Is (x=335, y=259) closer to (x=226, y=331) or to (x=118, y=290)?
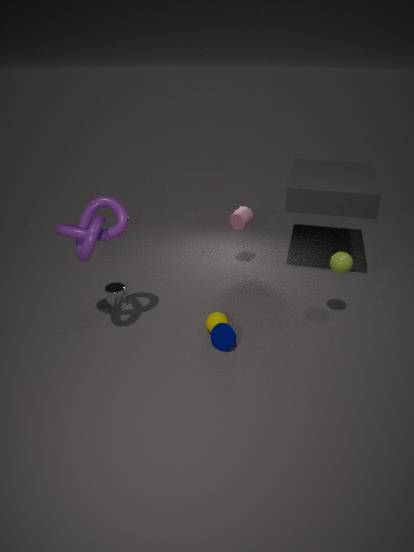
(x=226, y=331)
